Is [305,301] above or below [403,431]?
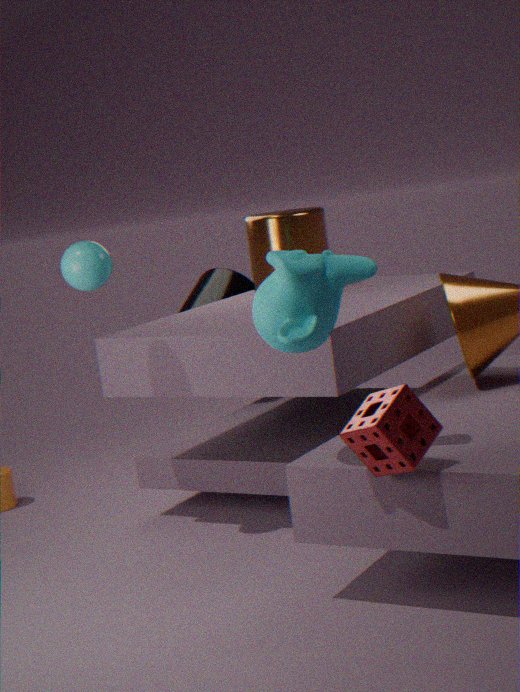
above
